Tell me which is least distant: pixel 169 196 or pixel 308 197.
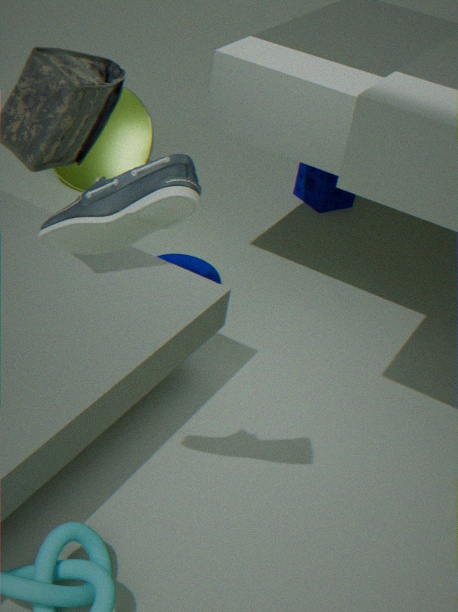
pixel 169 196
